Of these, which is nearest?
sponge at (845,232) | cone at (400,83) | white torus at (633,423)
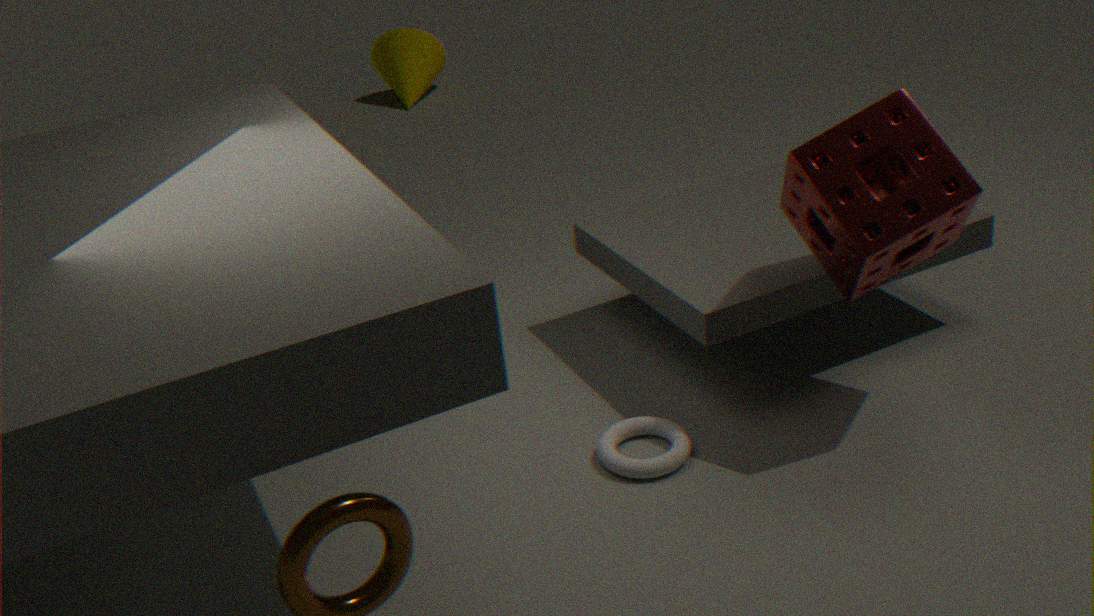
sponge at (845,232)
